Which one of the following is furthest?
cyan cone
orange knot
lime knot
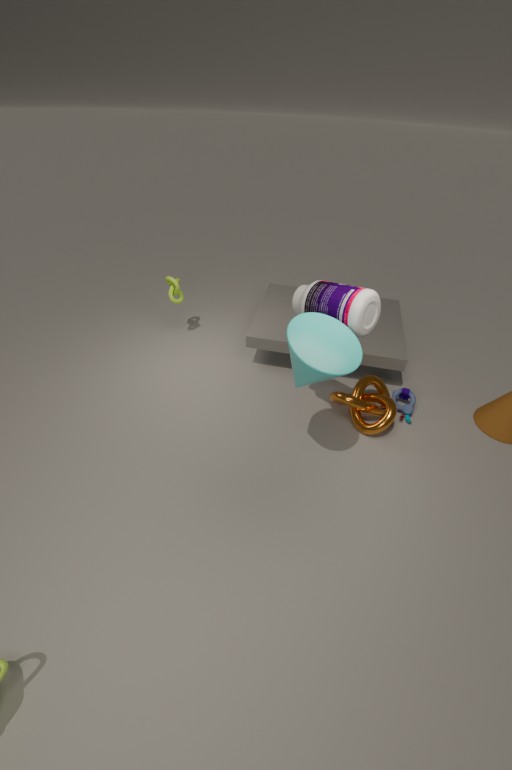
lime knot
